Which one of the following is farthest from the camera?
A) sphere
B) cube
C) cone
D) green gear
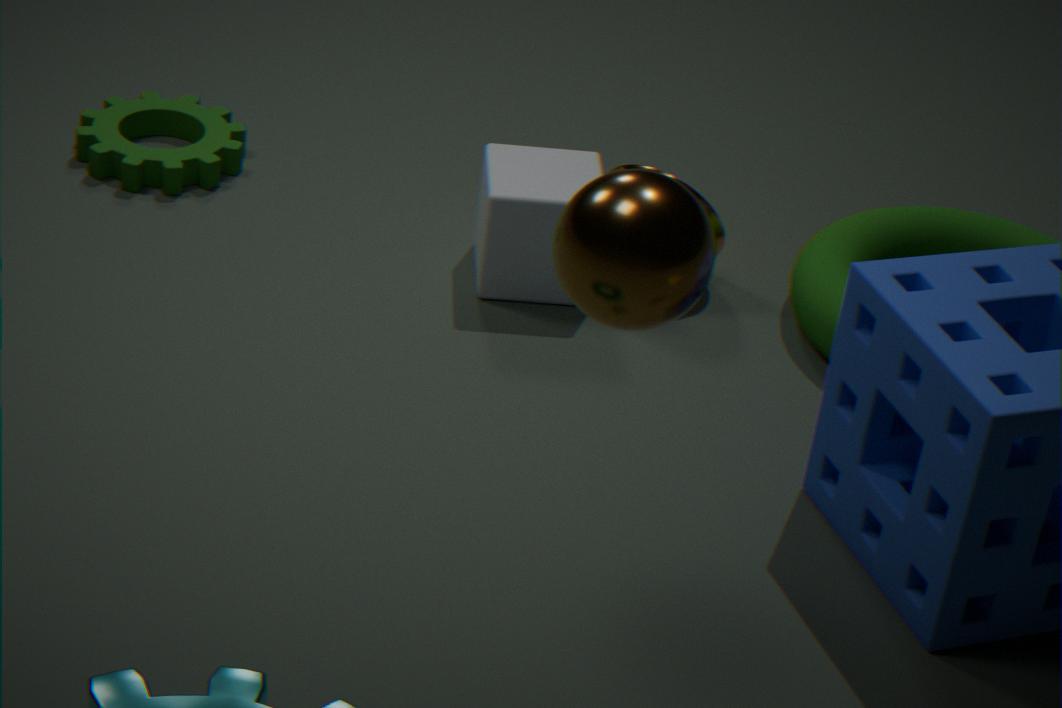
green gear
